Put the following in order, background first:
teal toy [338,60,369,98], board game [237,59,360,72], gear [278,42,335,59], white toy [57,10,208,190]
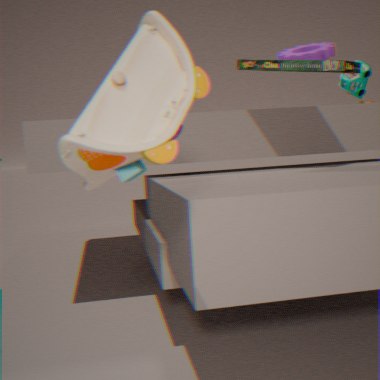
teal toy [338,60,369,98]
gear [278,42,335,59]
board game [237,59,360,72]
white toy [57,10,208,190]
